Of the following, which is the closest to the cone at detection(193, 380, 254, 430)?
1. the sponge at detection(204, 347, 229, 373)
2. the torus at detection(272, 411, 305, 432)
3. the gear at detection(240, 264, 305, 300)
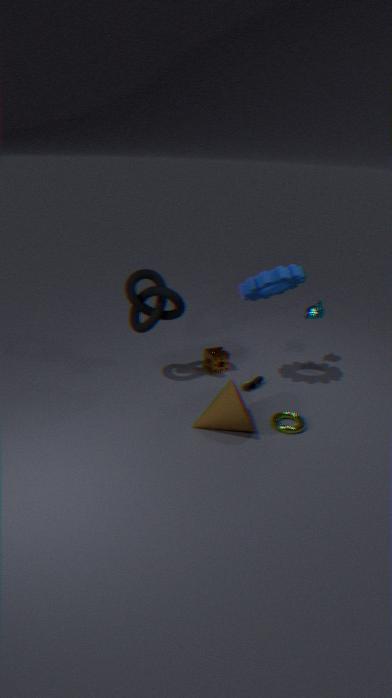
the torus at detection(272, 411, 305, 432)
